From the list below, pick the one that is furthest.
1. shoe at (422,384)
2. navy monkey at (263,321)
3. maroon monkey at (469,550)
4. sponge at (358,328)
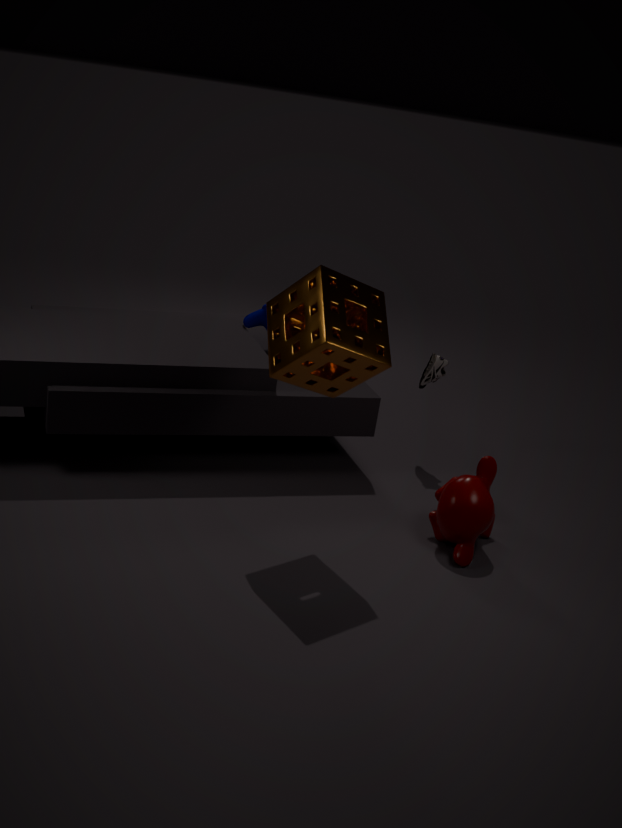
navy monkey at (263,321)
